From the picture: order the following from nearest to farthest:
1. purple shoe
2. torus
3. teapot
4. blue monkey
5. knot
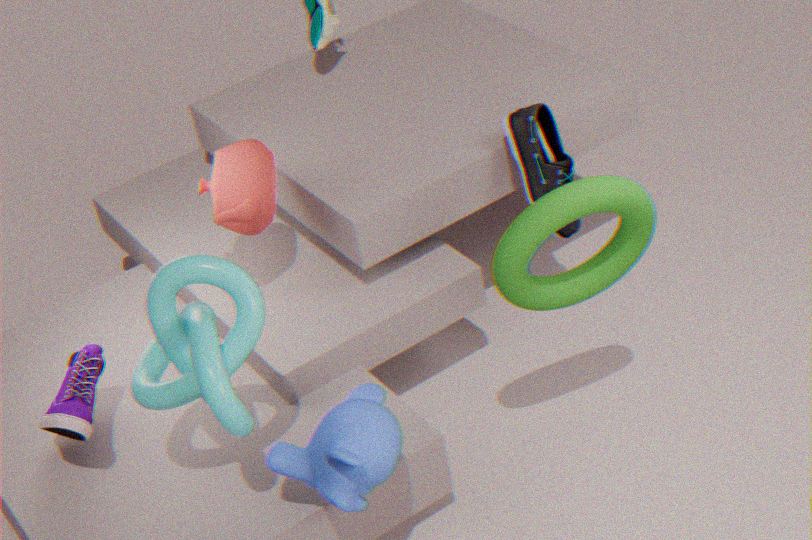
1. knot
2. blue monkey
3. torus
4. purple shoe
5. teapot
